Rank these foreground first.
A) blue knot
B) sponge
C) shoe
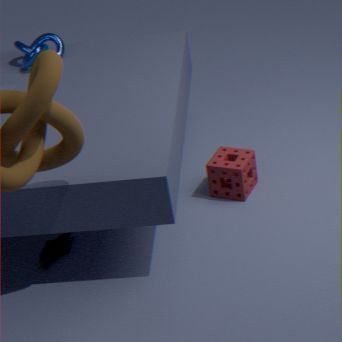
shoe
sponge
blue knot
